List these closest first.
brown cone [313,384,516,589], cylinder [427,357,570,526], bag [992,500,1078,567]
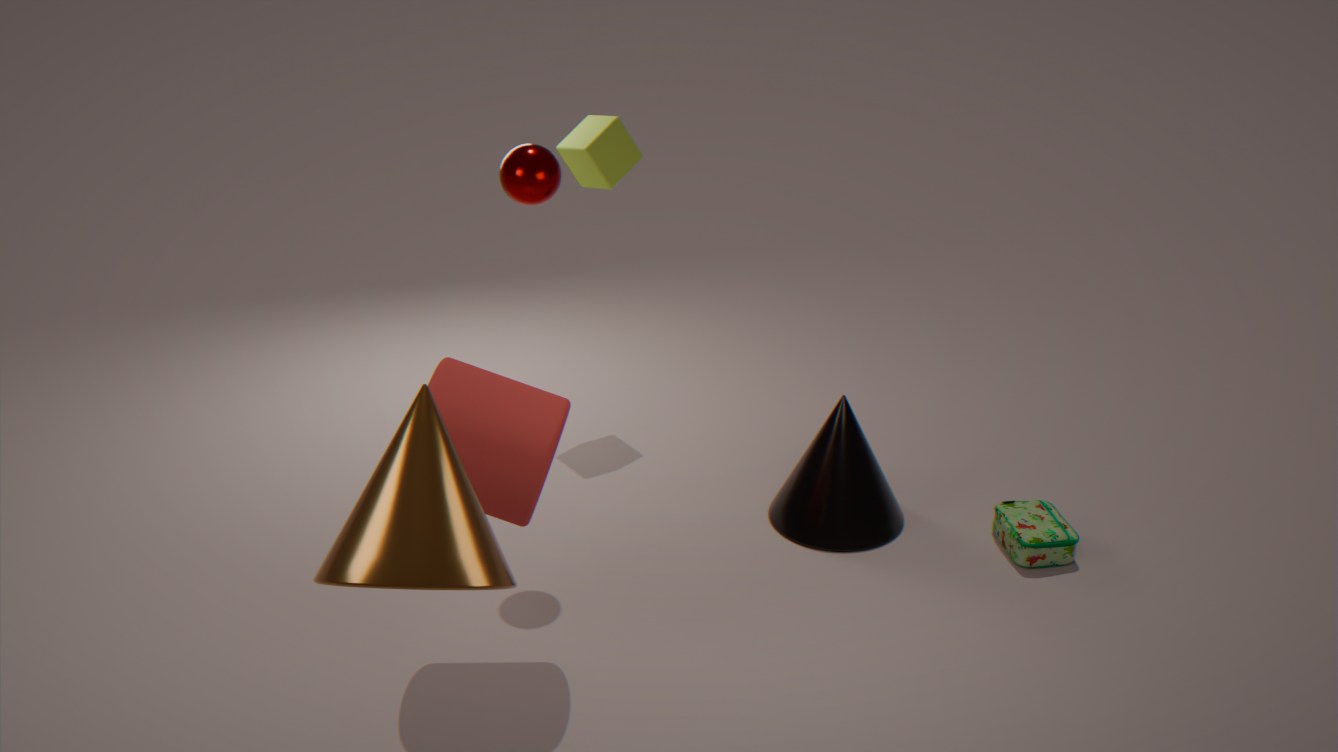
1. brown cone [313,384,516,589]
2. cylinder [427,357,570,526]
3. bag [992,500,1078,567]
